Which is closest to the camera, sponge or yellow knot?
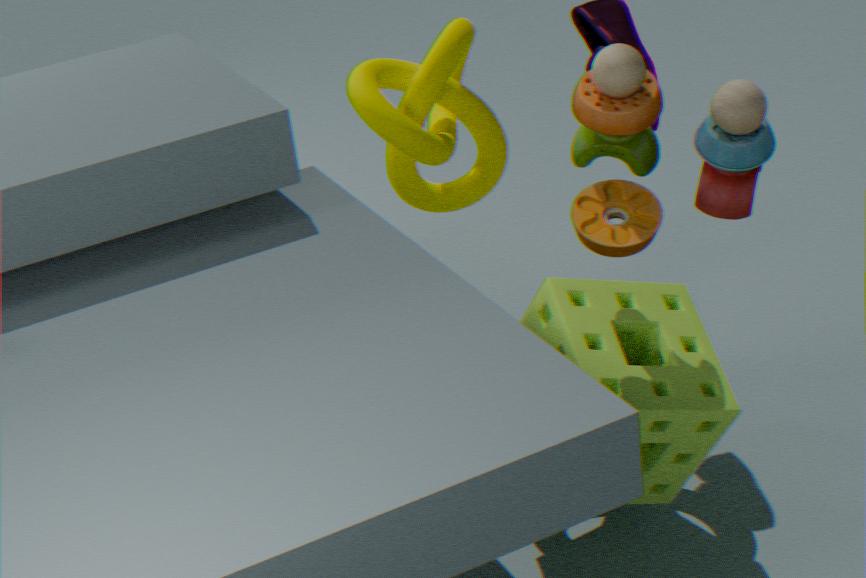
sponge
